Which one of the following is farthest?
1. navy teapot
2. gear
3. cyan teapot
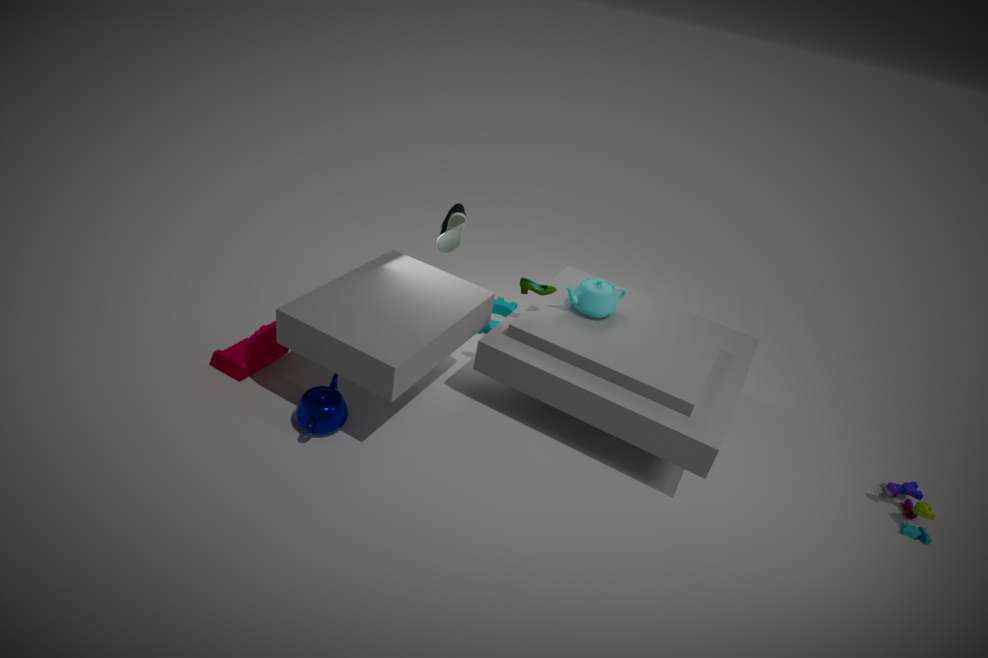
gear
